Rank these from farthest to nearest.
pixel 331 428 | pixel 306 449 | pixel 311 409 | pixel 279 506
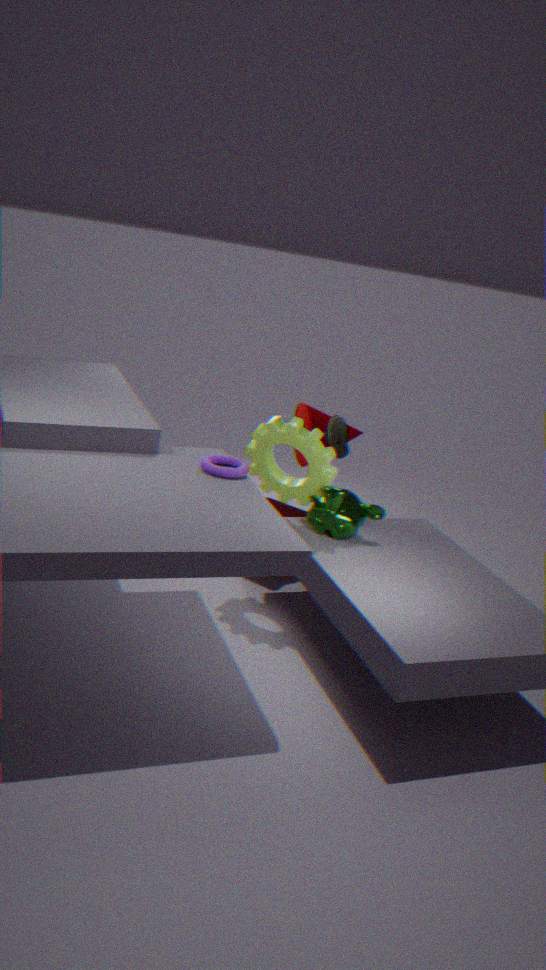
pixel 279 506, pixel 311 409, pixel 331 428, pixel 306 449
